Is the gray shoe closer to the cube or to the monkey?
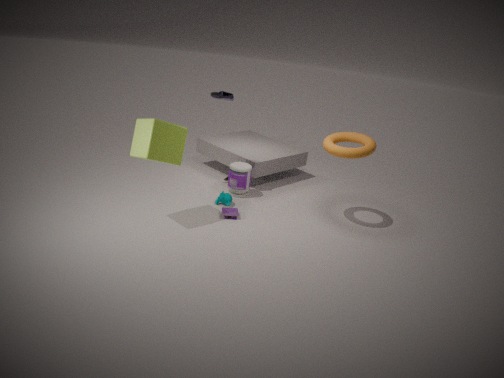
the cube
